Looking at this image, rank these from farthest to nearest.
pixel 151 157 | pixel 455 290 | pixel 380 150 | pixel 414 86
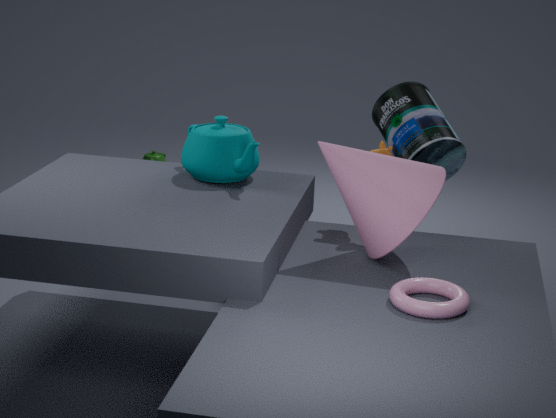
pixel 151 157 → pixel 414 86 → pixel 380 150 → pixel 455 290
